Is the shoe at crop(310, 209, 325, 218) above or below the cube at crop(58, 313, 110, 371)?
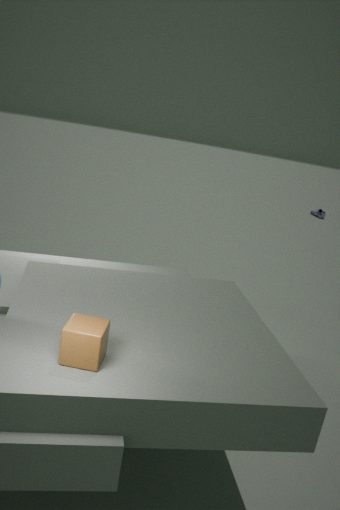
below
